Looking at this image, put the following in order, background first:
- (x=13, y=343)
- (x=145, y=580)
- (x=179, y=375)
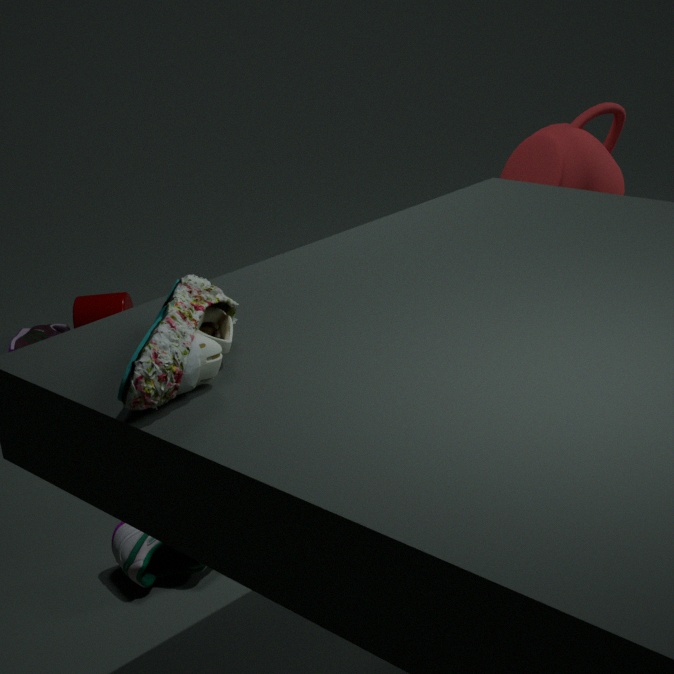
(x=13, y=343) < (x=145, y=580) < (x=179, y=375)
